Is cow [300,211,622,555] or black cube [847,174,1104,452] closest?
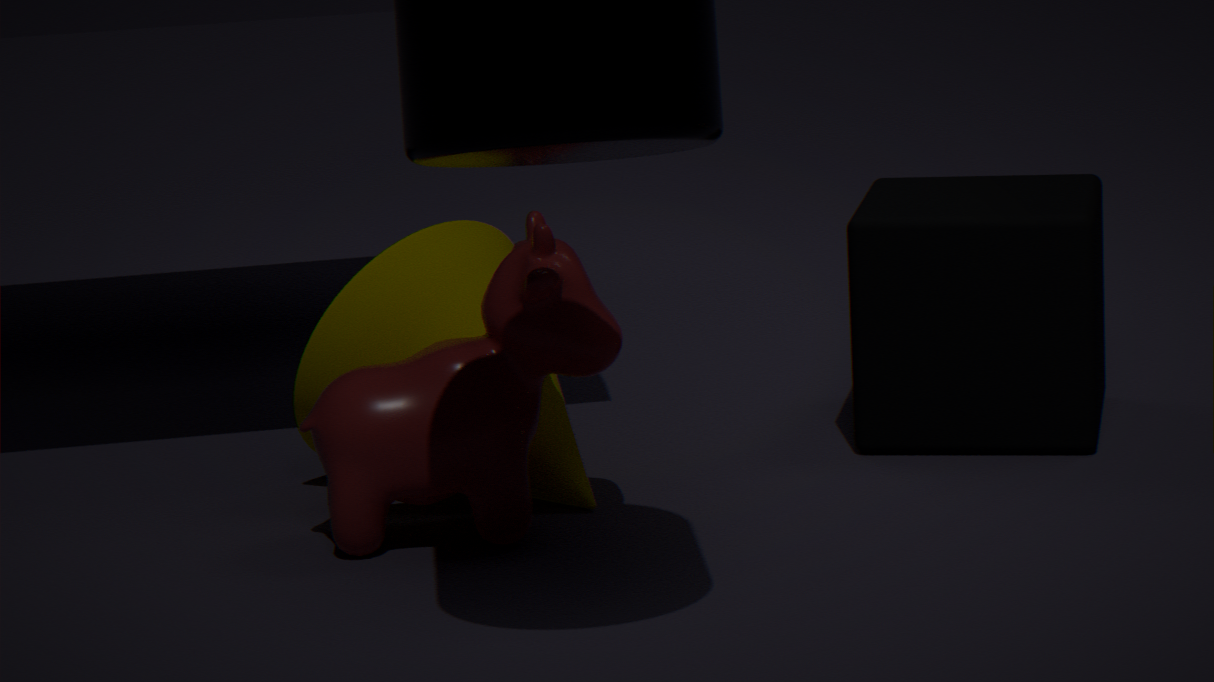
cow [300,211,622,555]
